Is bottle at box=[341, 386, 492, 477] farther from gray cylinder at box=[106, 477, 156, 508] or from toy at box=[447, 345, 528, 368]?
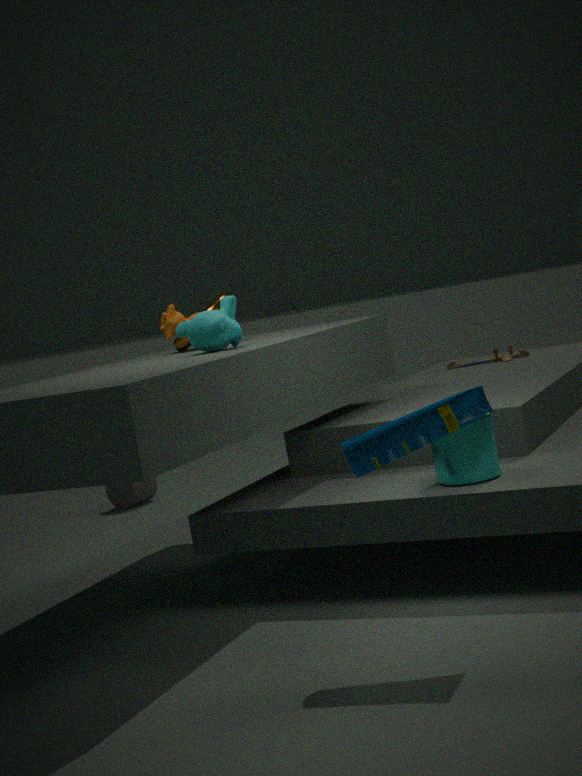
gray cylinder at box=[106, 477, 156, 508]
